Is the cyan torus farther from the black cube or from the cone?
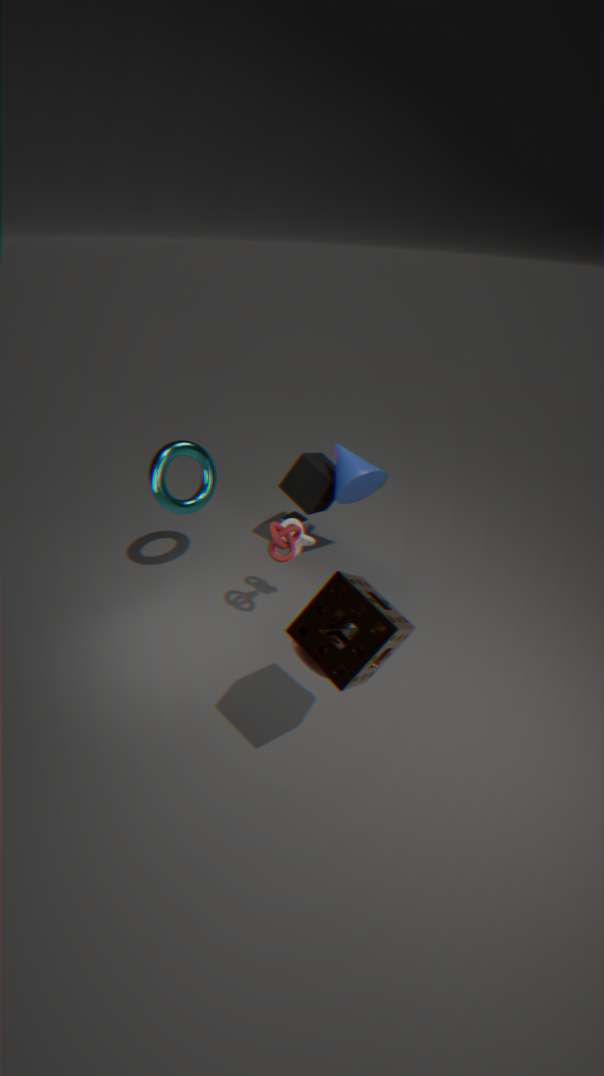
the cone
